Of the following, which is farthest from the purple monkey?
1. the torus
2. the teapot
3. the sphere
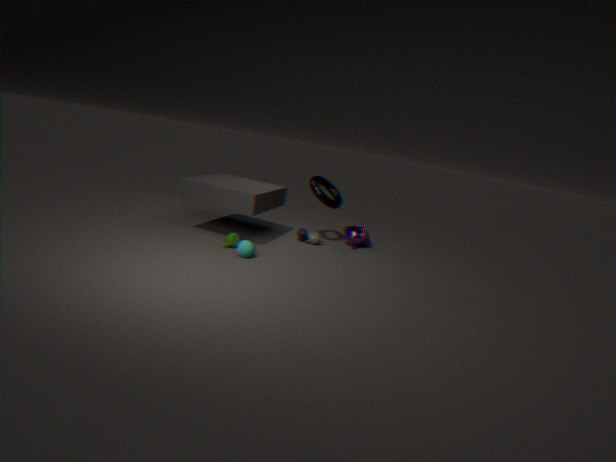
the teapot
